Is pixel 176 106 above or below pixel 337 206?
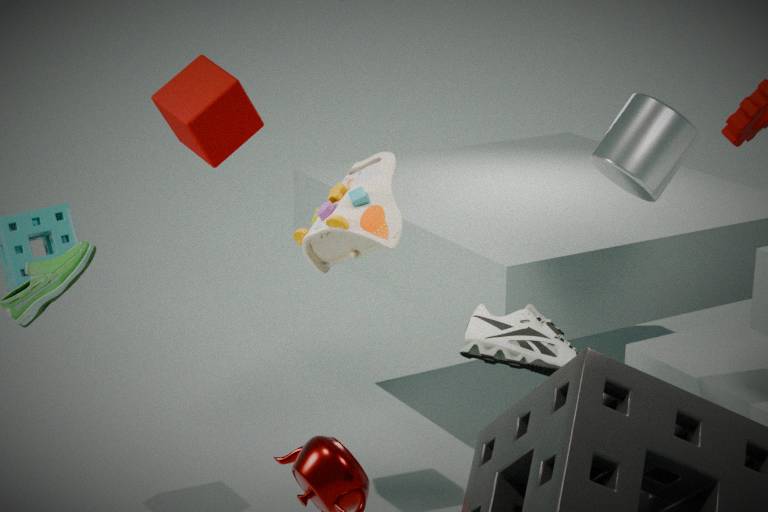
above
